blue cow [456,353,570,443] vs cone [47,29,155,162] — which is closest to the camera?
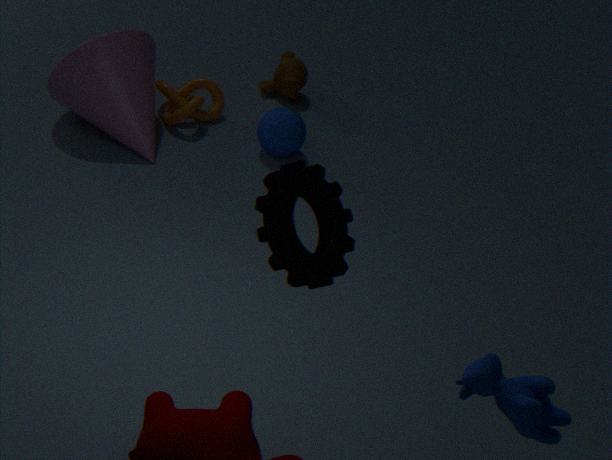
blue cow [456,353,570,443]
